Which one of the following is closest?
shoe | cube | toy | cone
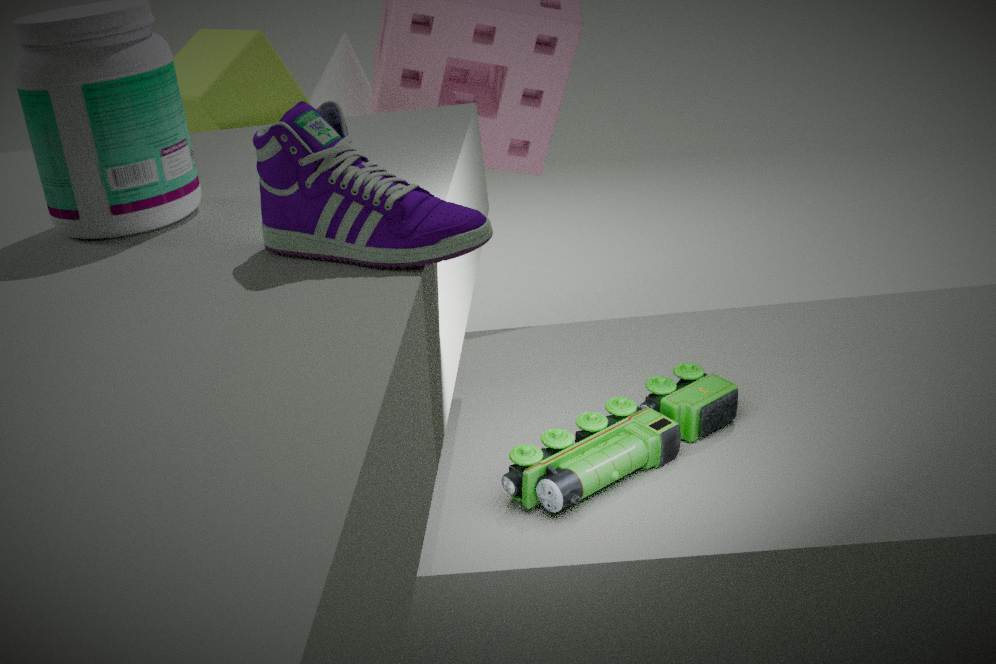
shoe
